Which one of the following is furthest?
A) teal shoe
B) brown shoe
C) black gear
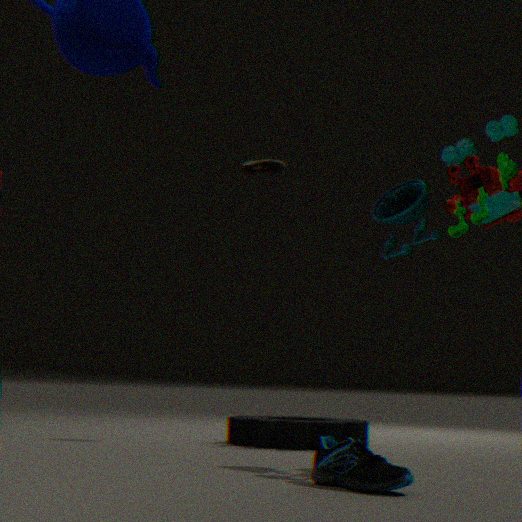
brown shoe
